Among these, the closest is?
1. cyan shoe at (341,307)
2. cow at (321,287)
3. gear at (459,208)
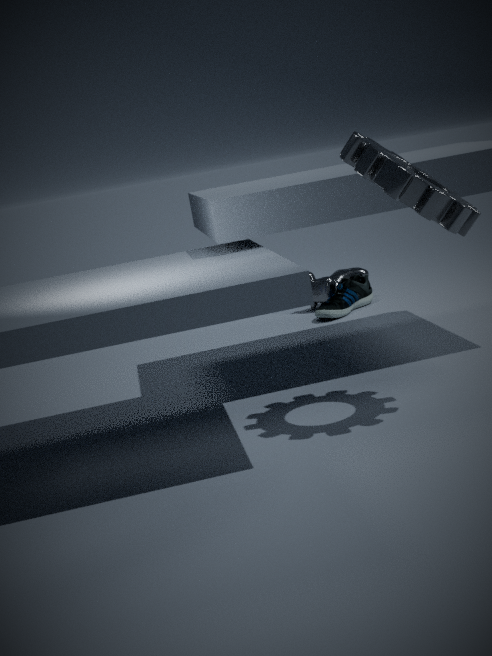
gear at (459,208)
